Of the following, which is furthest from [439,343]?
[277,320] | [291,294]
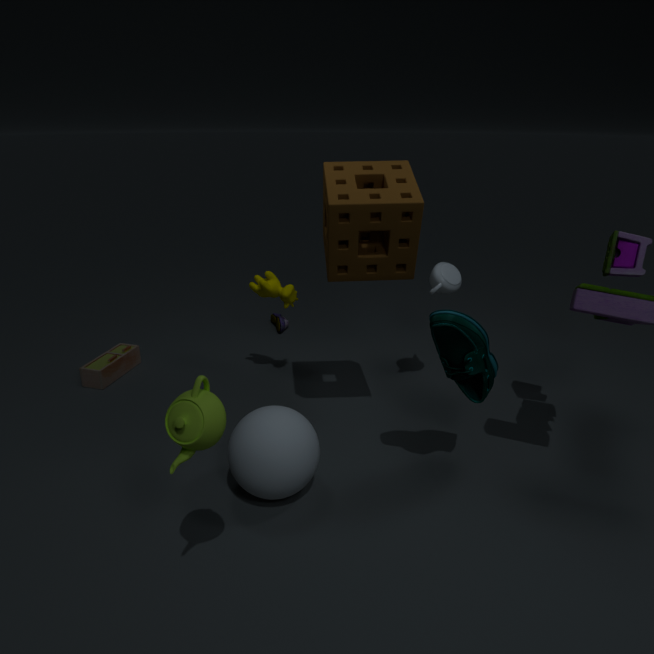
[277,320]
